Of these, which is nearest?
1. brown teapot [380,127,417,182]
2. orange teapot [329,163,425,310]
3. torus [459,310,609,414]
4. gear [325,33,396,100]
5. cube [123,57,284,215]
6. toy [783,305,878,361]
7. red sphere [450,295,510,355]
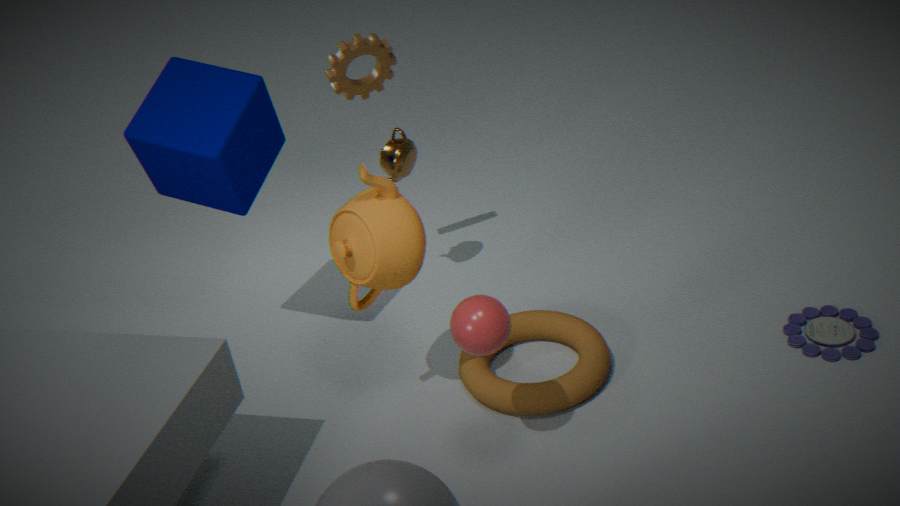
red sphere [450,295,510,355]
